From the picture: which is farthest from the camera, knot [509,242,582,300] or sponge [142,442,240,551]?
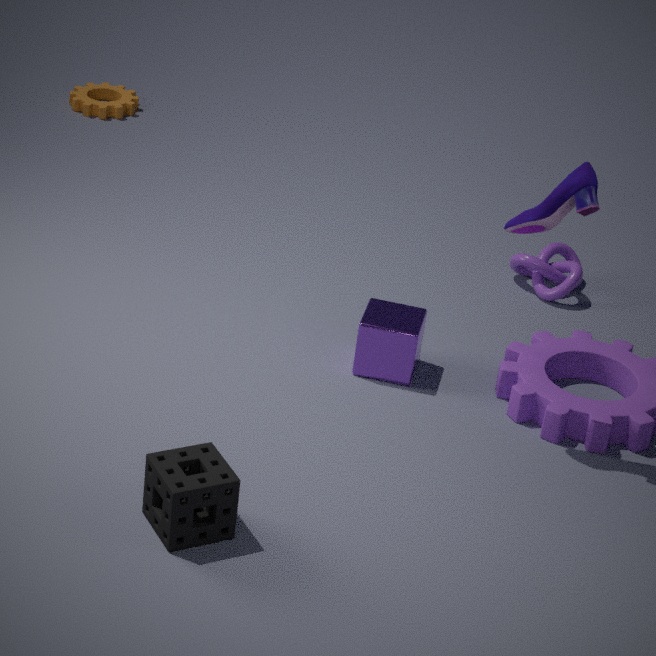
knot [509,242,582,300]
